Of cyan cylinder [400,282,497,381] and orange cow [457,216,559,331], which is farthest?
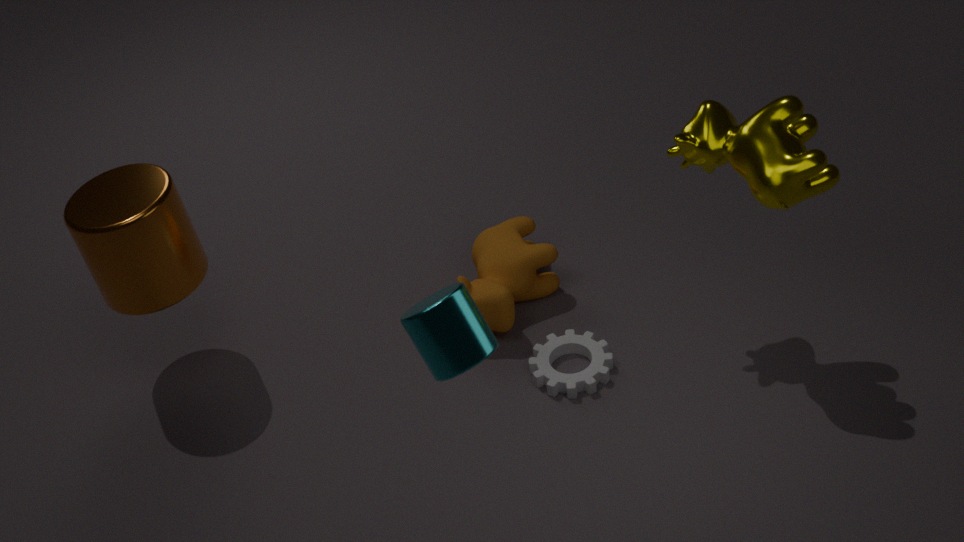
orange cow [457,216,559,331]
